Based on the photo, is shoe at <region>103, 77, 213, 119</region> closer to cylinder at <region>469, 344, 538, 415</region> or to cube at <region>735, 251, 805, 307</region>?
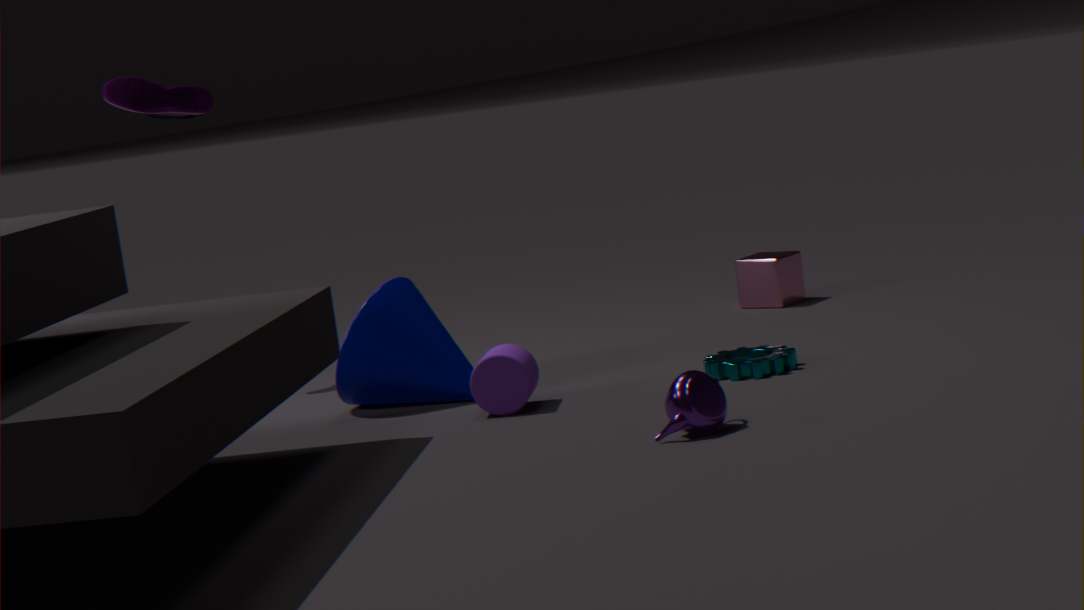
cylinder at <region>469, 344, 538, 415</region>
